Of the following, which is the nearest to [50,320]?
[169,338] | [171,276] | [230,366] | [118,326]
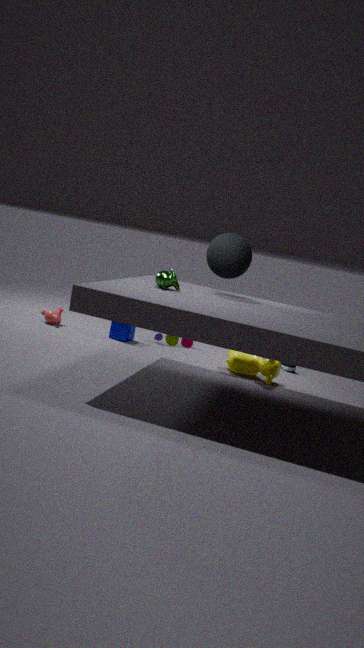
[118,326]
